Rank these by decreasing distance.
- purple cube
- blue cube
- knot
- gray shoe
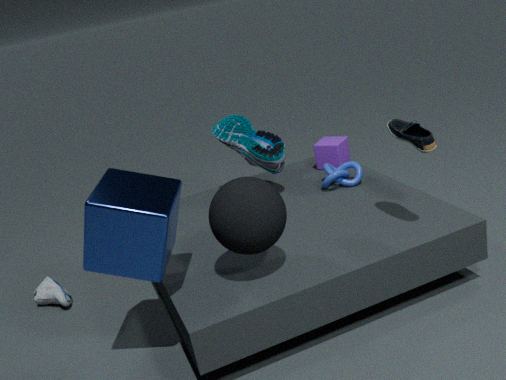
purple cube, knot, gray shoe, blue cube
